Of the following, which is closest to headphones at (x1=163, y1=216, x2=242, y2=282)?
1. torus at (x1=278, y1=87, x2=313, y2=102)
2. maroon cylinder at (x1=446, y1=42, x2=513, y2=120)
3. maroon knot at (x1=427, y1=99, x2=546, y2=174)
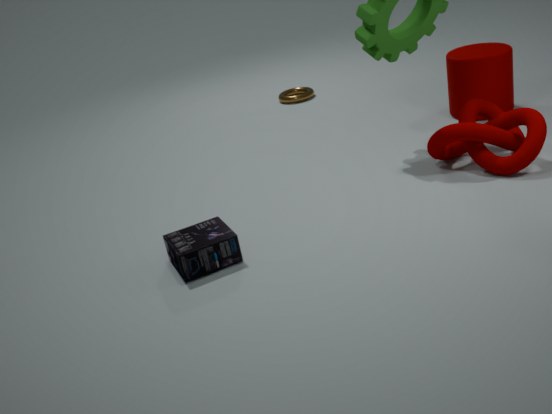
maroon knot at (x1=427, y1=99, x2=546, y2=174)
